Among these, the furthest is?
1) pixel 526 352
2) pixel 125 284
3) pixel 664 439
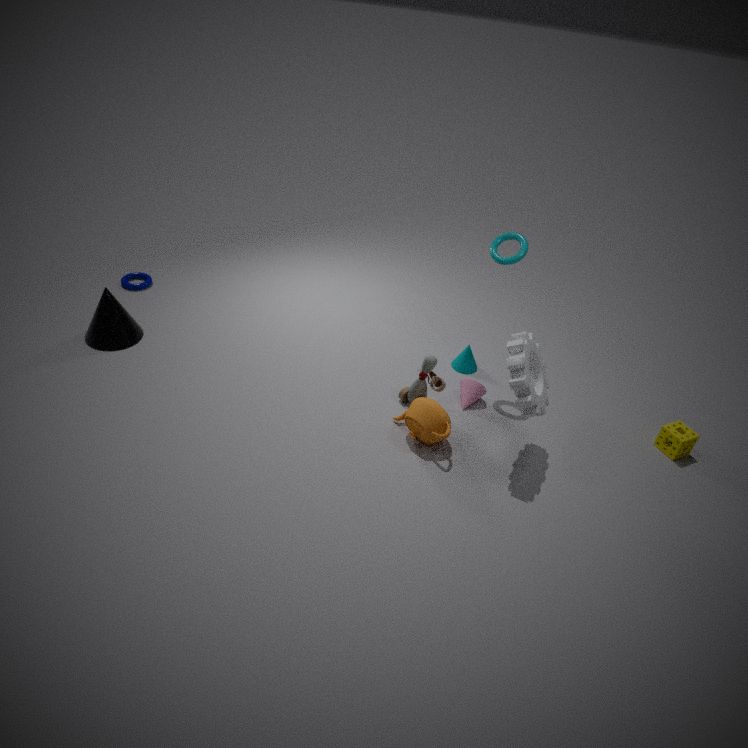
2. pixel 125 284
